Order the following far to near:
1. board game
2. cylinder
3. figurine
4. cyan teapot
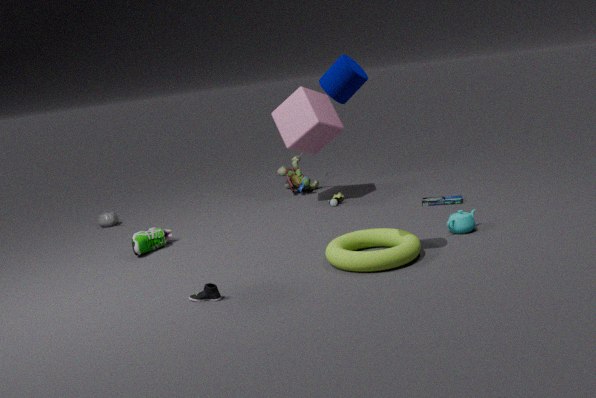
1. figurine
2. board game
3. cyan teapot
4. cylinder
